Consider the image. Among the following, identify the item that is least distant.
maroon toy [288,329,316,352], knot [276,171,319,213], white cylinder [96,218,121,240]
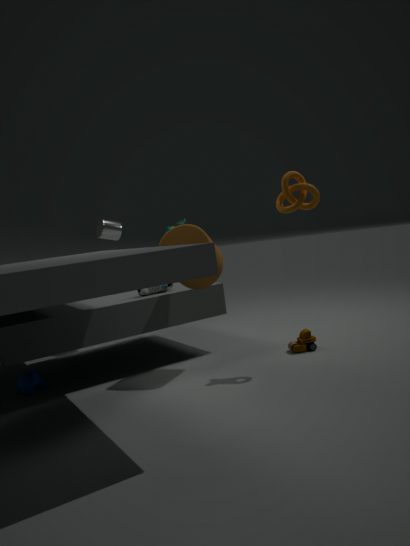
knot [276,171,319,213]
